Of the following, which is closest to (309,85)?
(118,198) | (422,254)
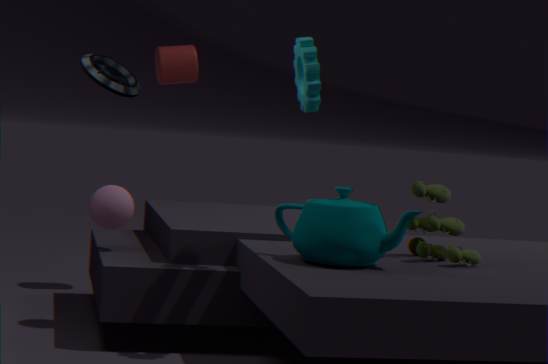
(422,254)
